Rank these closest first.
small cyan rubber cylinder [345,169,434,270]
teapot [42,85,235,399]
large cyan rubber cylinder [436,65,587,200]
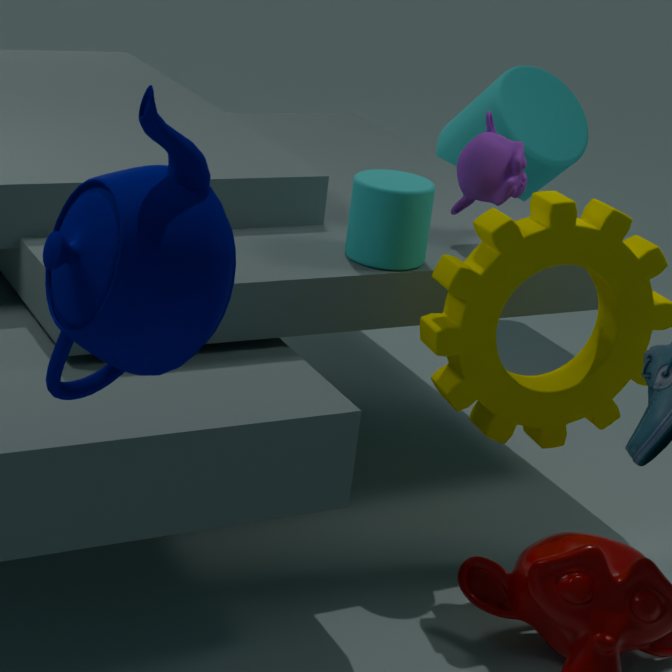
1. teapot [42,85,235,399]
2. small cyan rubber cylinder [345,169,434,270]
3. large cyan rubber cylinder [436,65,587,200]
